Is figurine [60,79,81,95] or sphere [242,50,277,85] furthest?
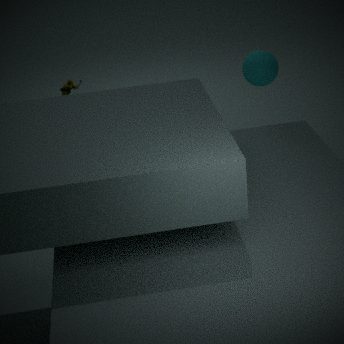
figurine [60,79,81,95]
